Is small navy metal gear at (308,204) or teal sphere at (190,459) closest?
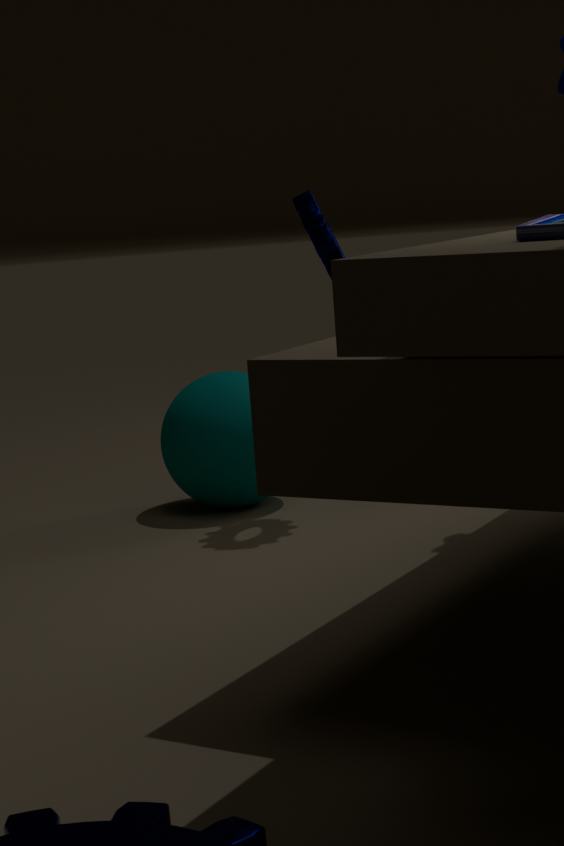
small navy metal gear at (308,204)
